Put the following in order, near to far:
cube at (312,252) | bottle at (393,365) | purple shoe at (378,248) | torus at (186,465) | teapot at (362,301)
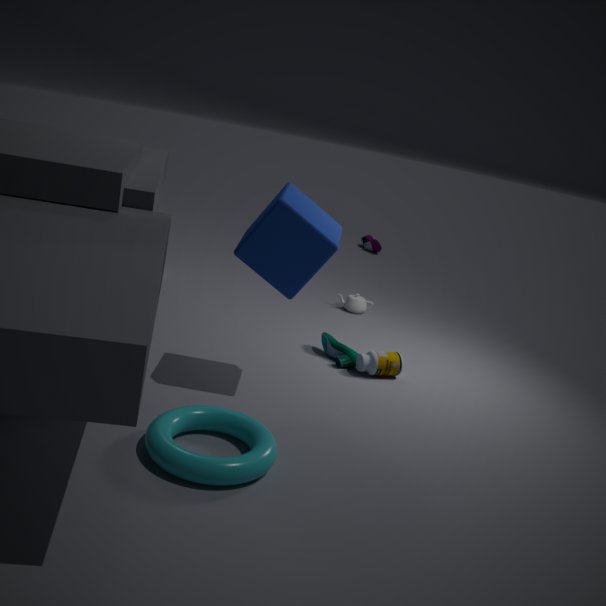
torus at (186,465), cube at (312,252), bottle at (393,365), teapot at (362,301), purple shoe at (378,248)
